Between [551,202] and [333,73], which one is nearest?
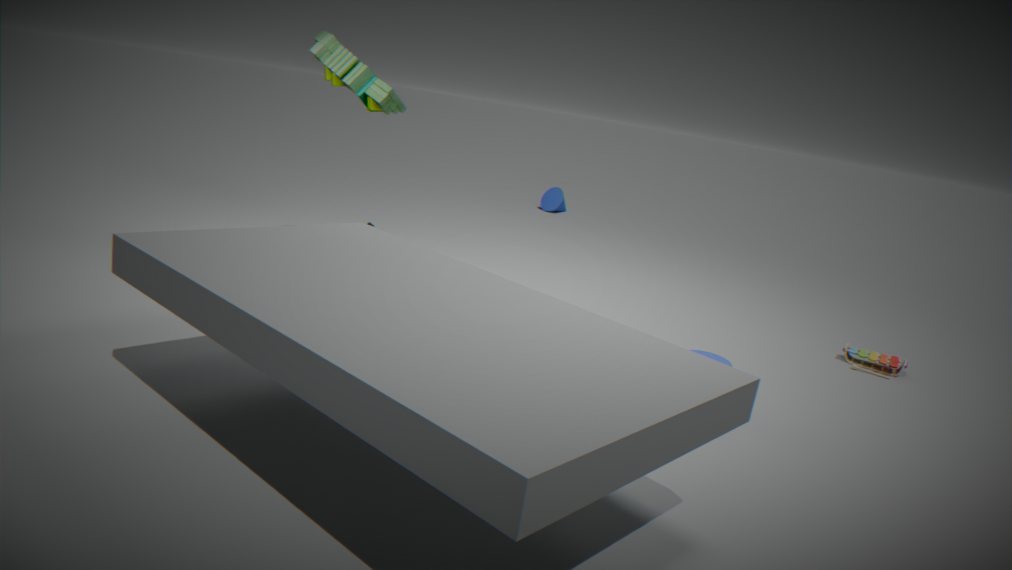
[333,73]
